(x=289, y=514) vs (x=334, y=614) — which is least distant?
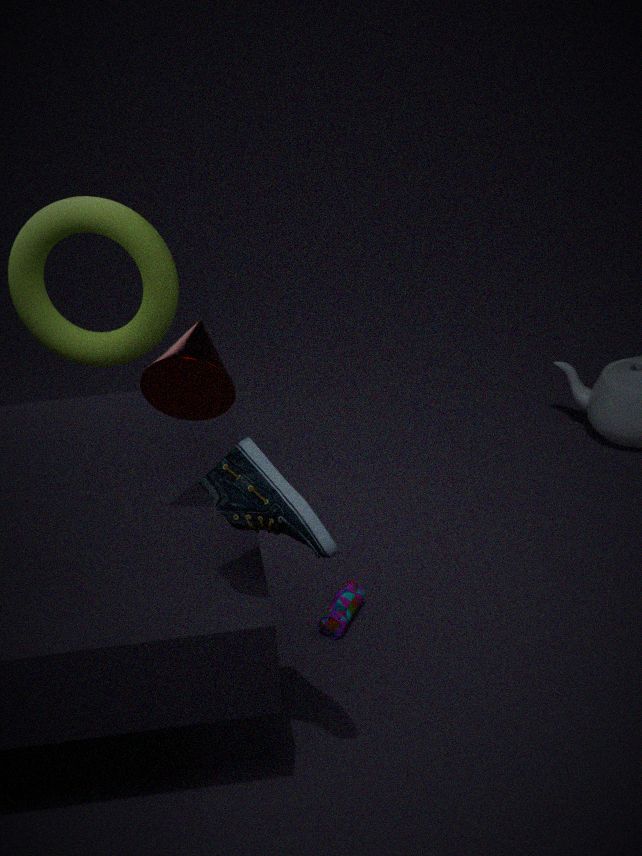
(x=289, y=514)
